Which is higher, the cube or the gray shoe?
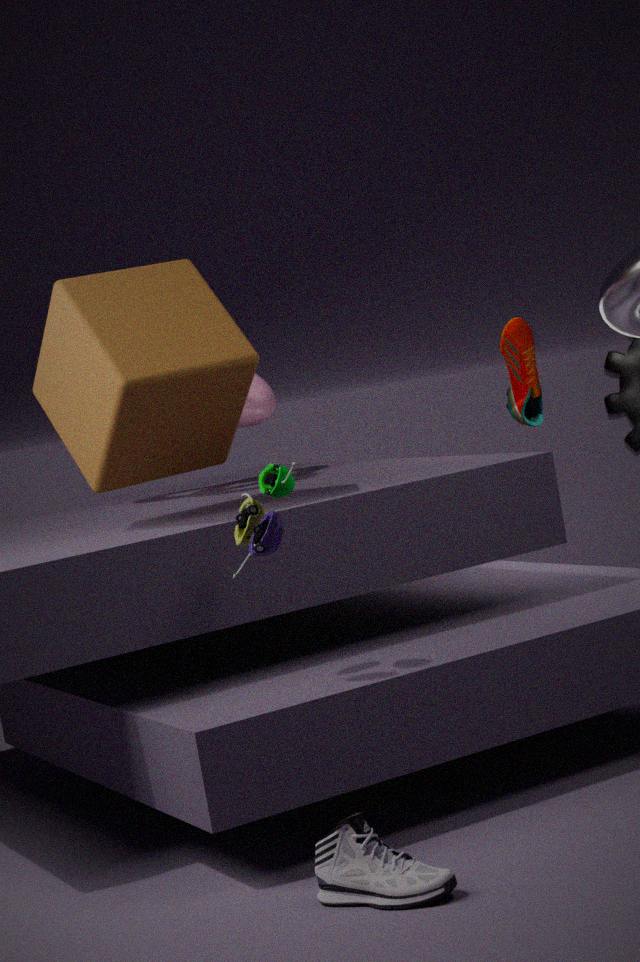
the cube
